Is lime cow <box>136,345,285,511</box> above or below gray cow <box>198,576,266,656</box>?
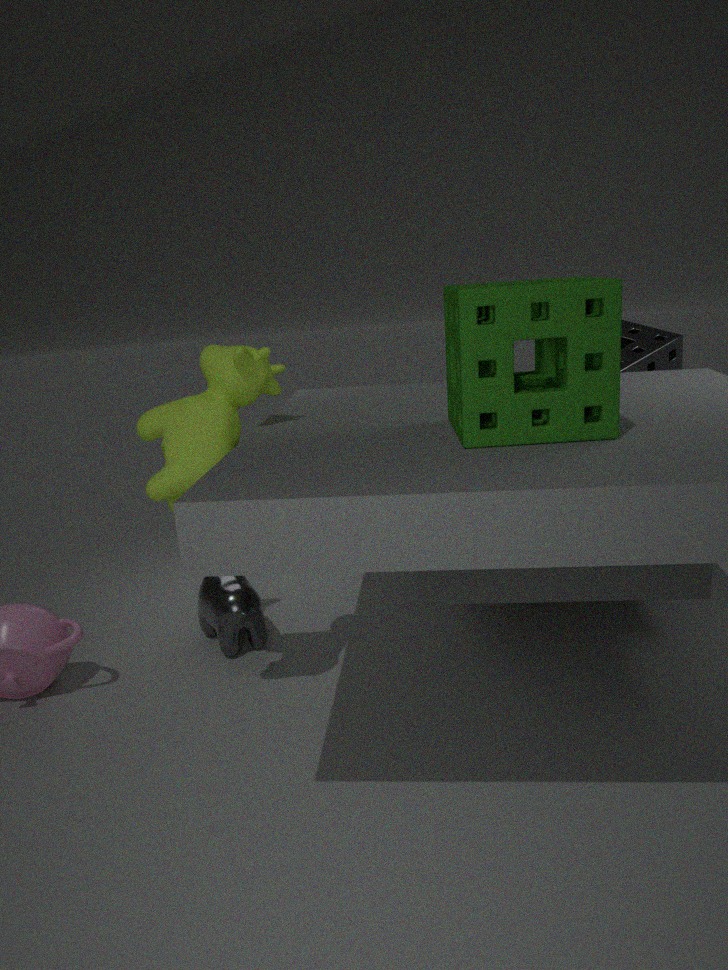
above
